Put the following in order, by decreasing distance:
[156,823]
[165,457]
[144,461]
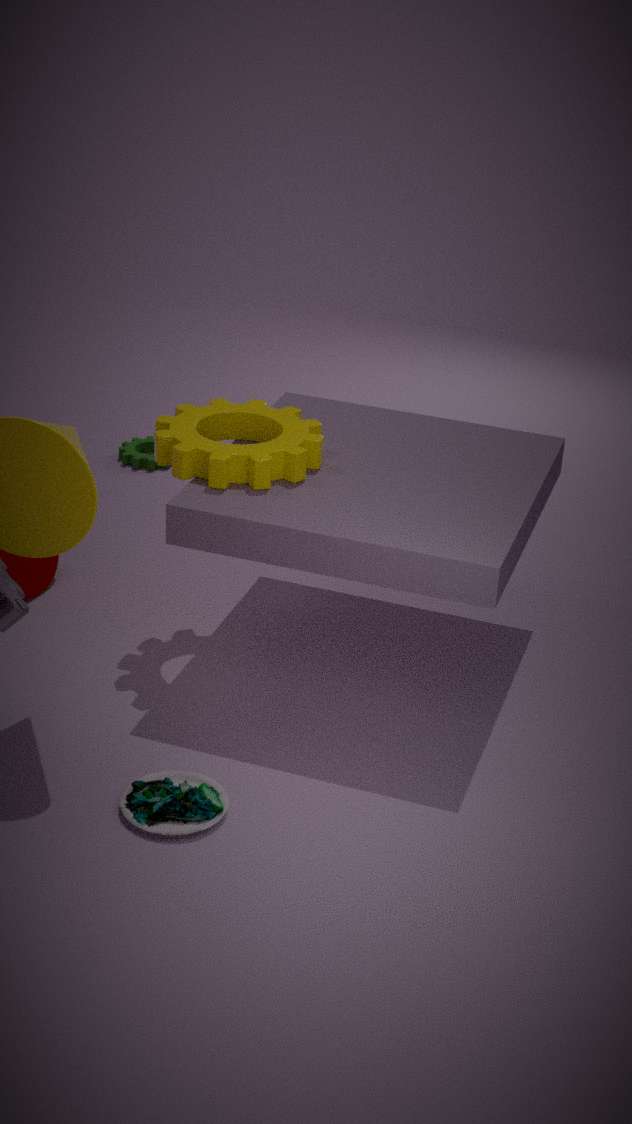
[144,461] < [165,457] < [156,823]
